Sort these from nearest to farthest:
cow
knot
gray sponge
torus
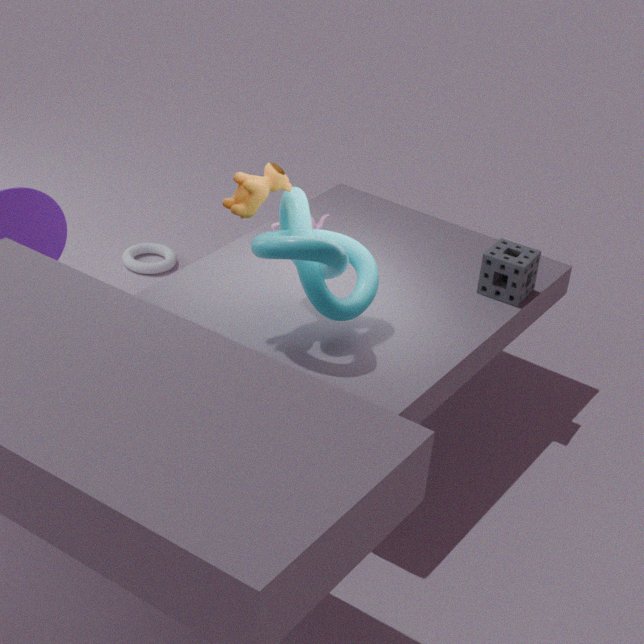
knot
cow
gray sponge
torus
